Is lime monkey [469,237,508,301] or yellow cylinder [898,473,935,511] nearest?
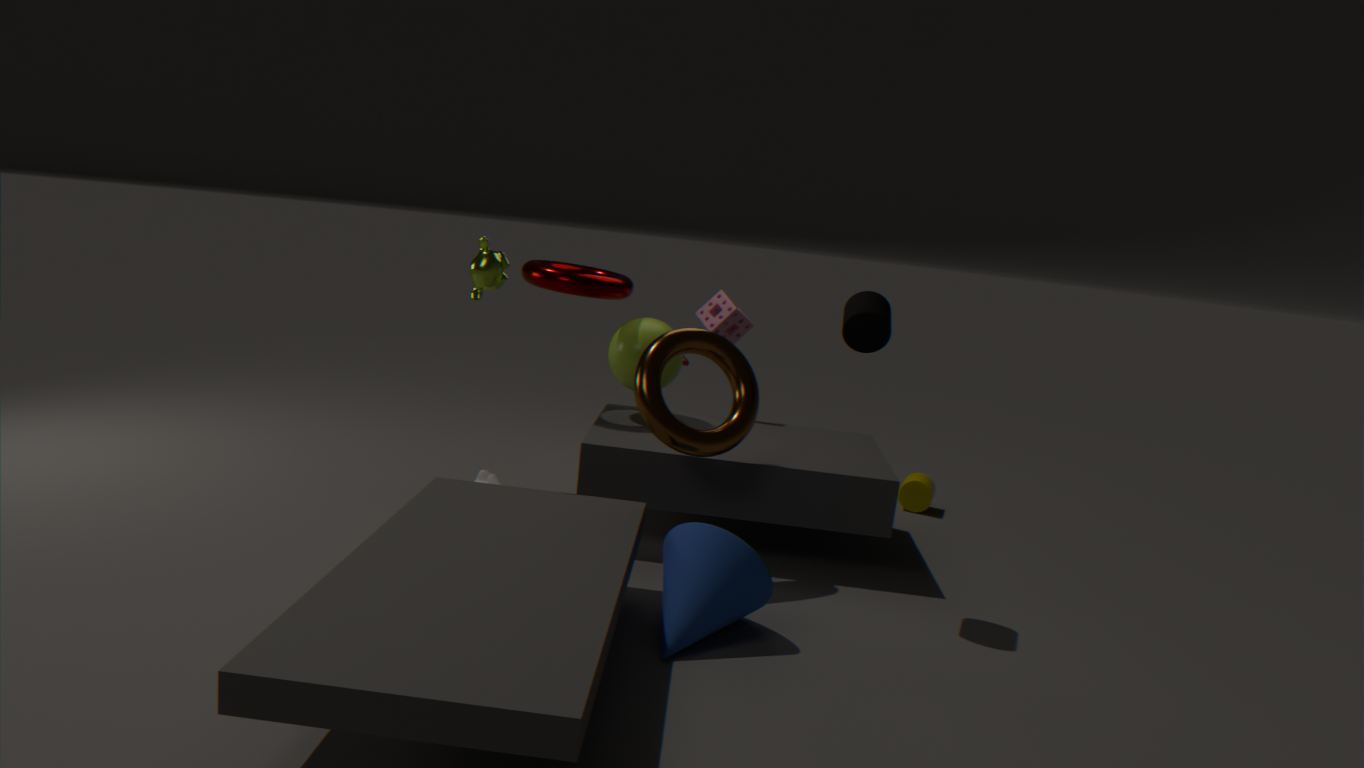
lime monkey [469,237,508,301]
